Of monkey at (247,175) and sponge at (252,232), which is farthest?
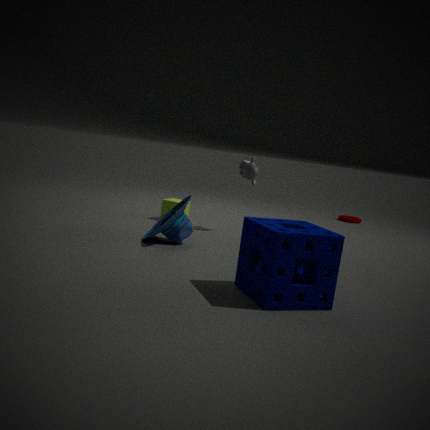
monkey at (247,175)
